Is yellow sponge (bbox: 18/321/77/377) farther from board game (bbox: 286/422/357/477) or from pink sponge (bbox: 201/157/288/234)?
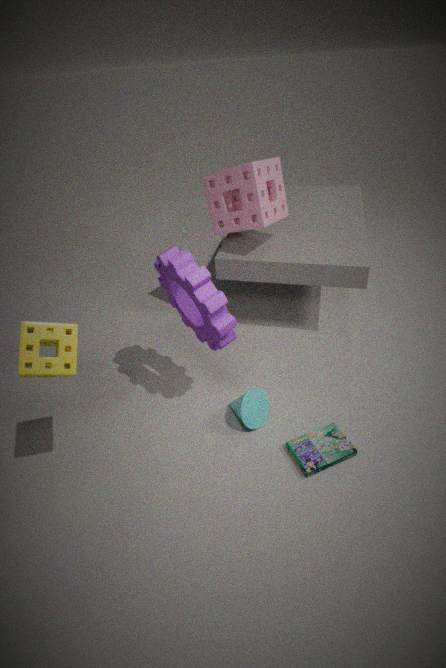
pink sponge (bbox: 201/157/288/234)
